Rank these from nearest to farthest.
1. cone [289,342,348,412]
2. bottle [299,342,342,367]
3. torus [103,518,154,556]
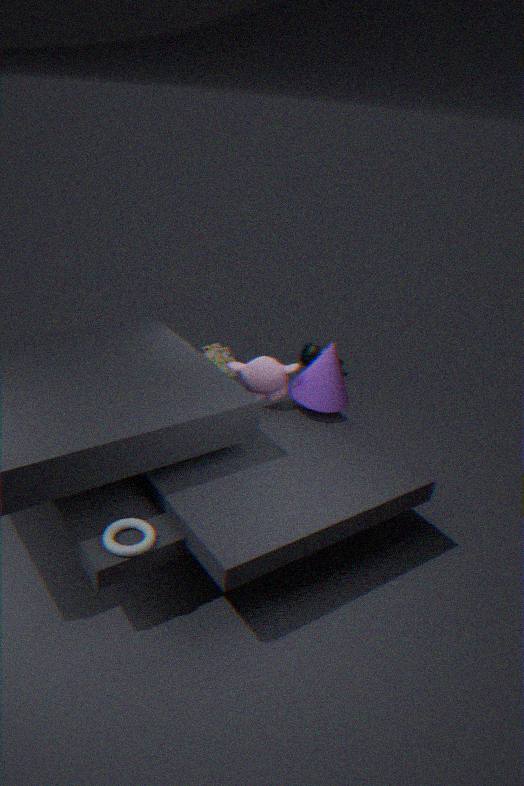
torus [103,518,154,556], cone [289,342,348,412], bottle [299,342,342,367]
